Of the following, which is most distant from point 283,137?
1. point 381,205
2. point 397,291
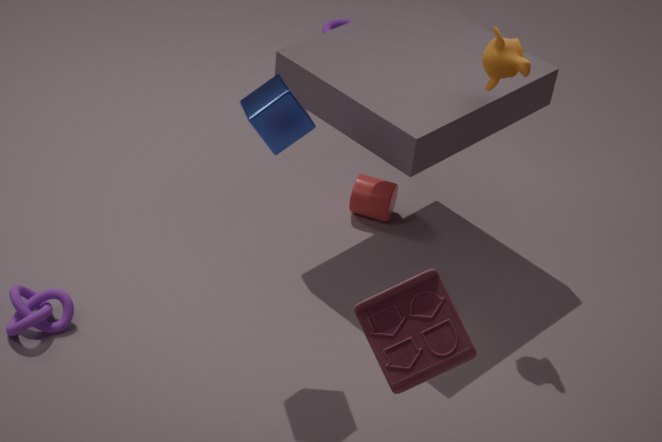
point 381,205
